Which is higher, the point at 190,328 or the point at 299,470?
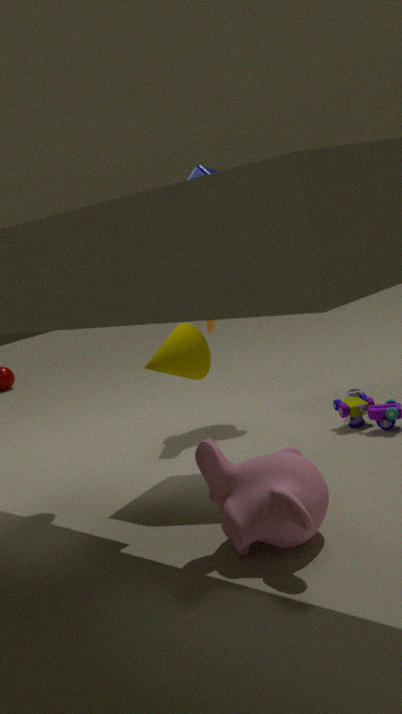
the point at 190,328
